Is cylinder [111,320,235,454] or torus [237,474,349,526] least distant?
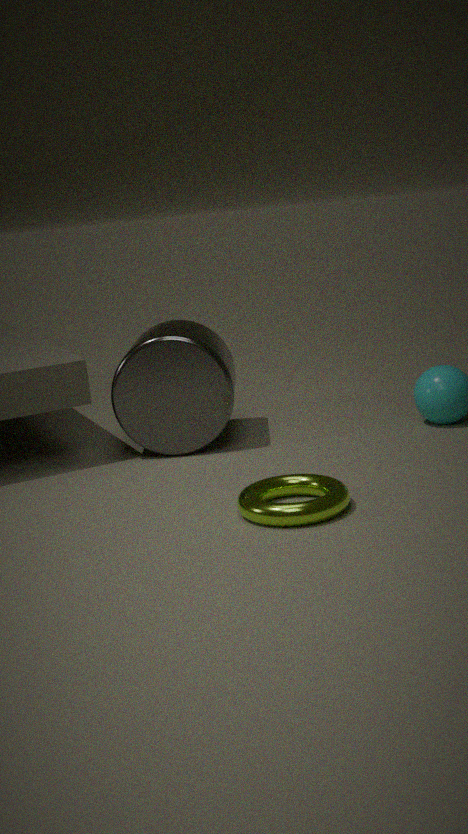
torus [237,474,349,526]
